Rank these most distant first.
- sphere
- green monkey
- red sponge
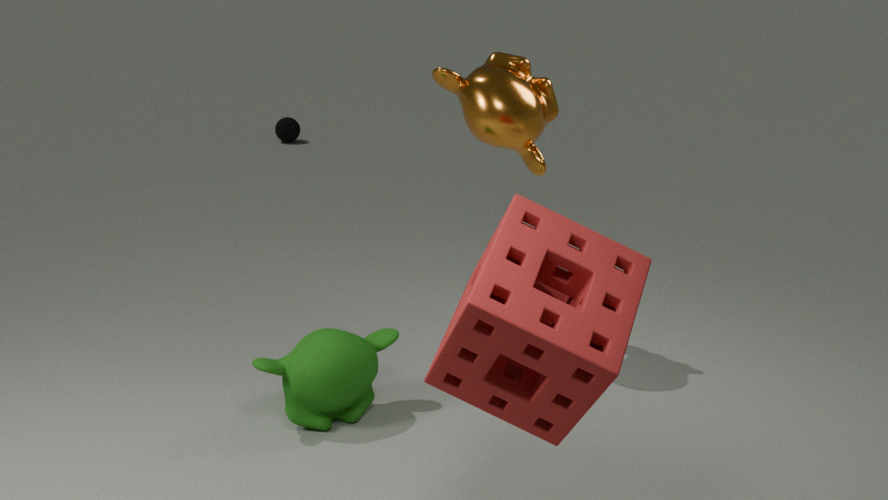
sphere → green monkey → red sponge
